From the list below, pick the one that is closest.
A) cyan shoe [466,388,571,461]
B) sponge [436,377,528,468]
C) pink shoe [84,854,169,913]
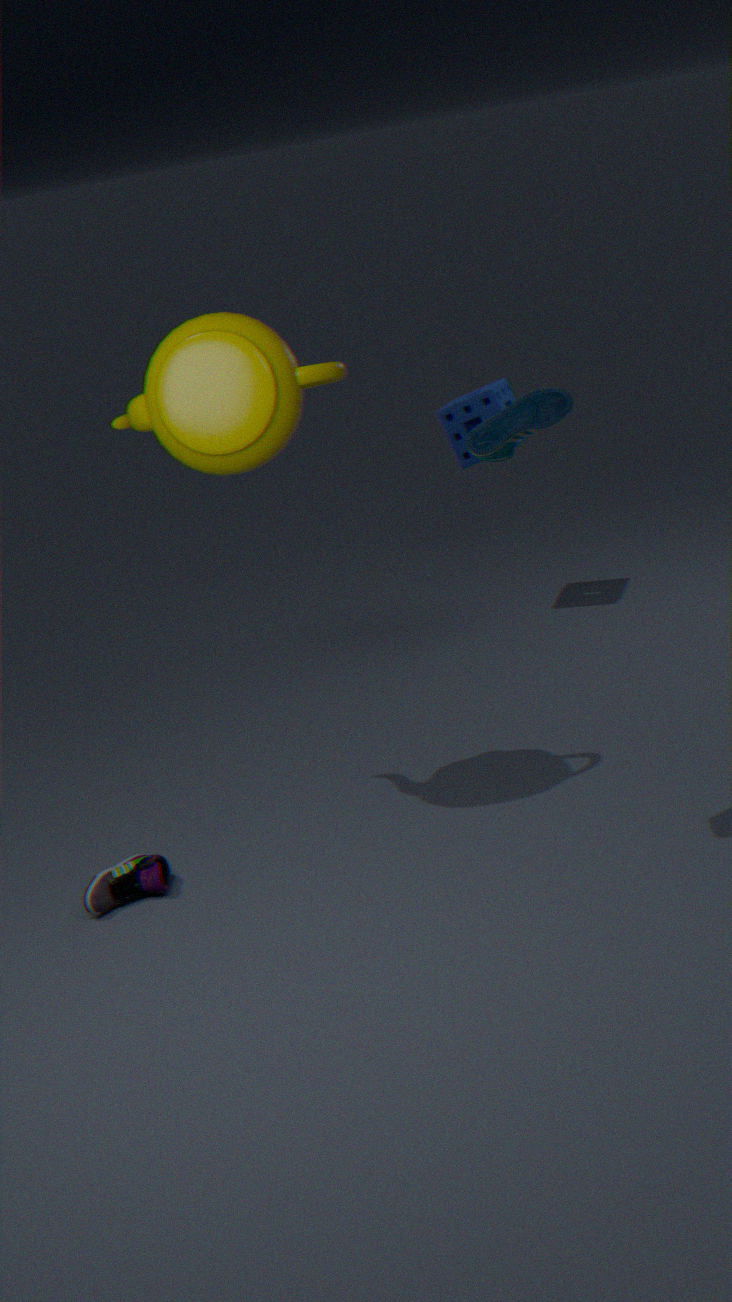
cyan shoe [466,388,571,461]
